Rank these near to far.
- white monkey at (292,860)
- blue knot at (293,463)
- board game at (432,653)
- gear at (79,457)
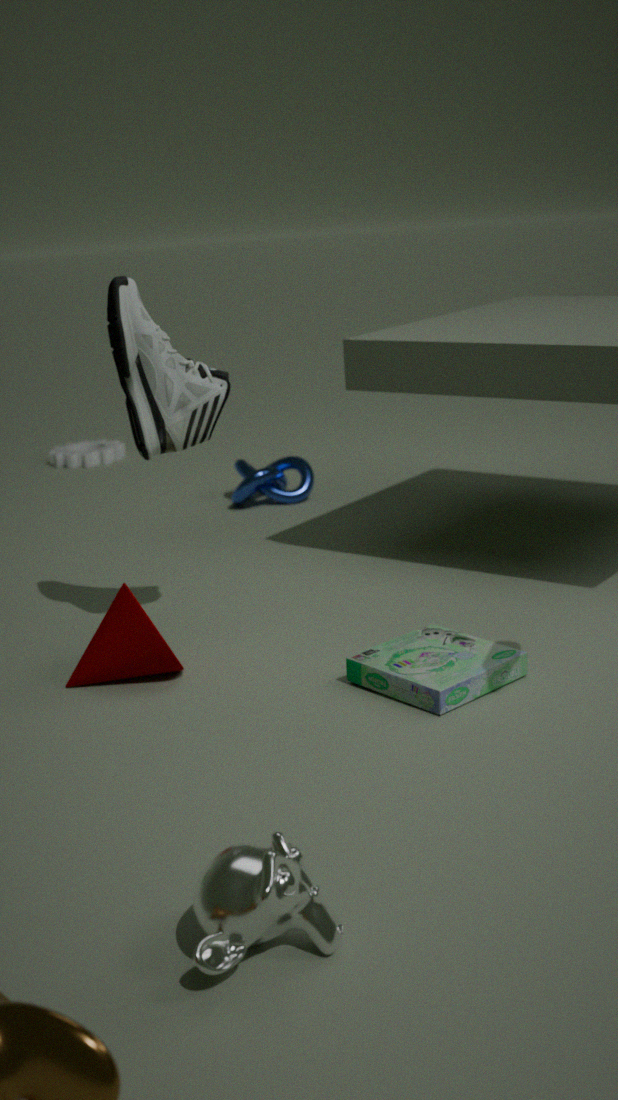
white monkey at (292,860)
board game at (432,653)
blue knot at (293,463)
gear at (79,457)
